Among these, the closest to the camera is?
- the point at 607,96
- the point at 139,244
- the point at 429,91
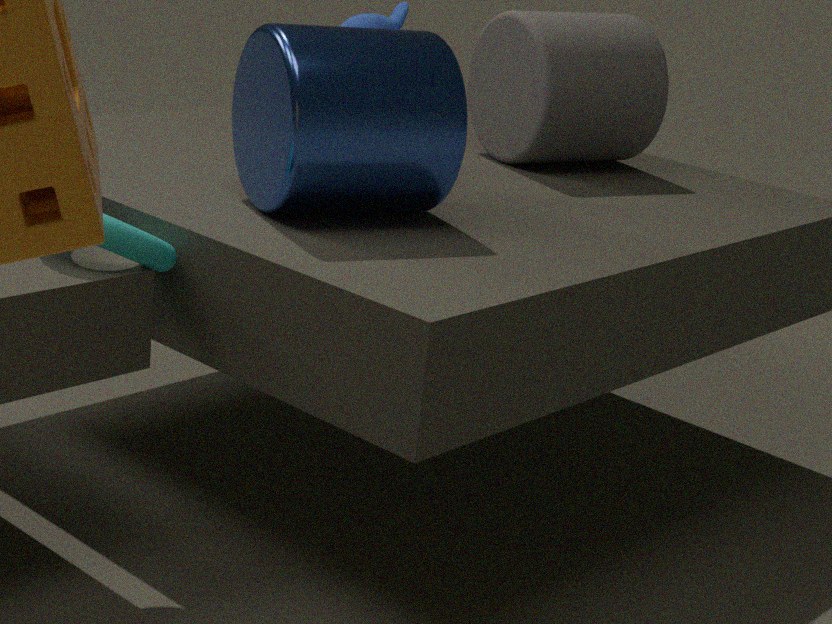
the point at 139,244
